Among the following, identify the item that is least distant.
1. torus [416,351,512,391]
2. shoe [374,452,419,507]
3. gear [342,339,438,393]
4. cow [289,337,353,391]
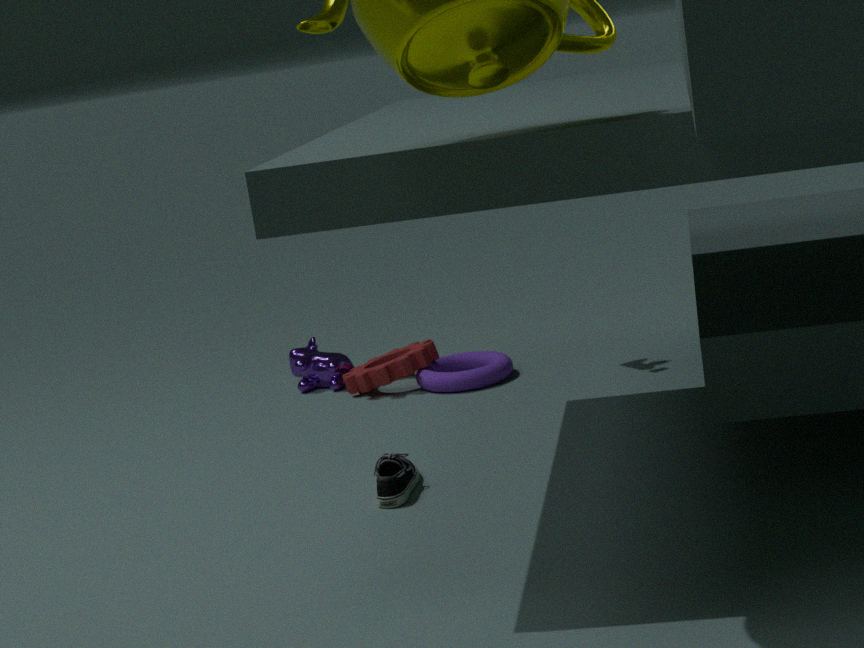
shoe [374,452,419,507]
